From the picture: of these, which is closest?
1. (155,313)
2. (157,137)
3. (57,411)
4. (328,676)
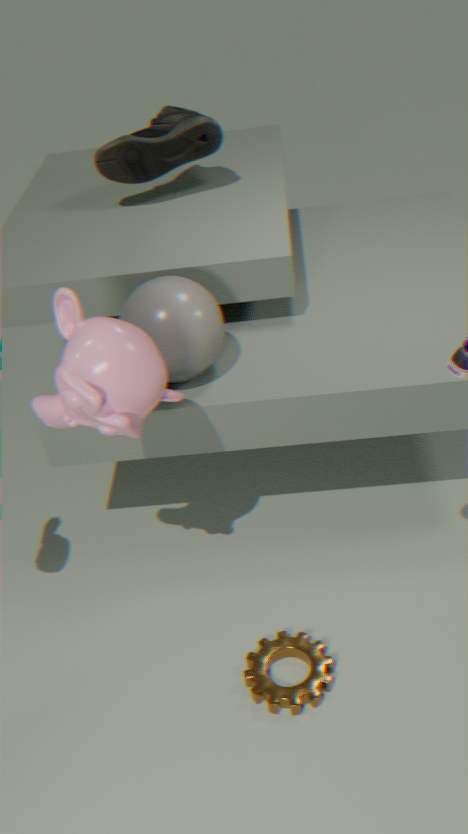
(57,411)
